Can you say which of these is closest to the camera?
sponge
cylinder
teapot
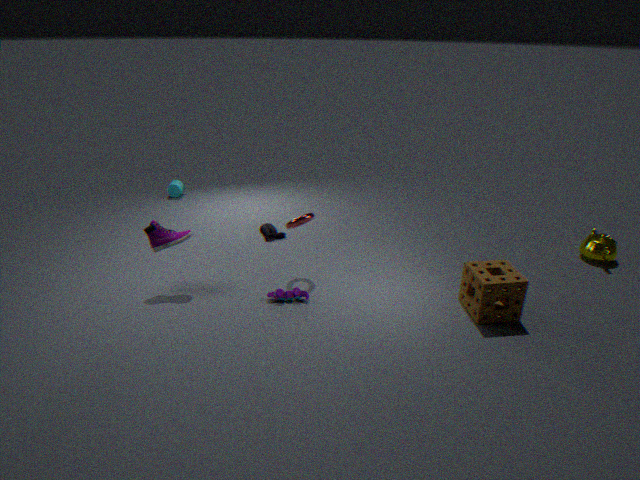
sponge
